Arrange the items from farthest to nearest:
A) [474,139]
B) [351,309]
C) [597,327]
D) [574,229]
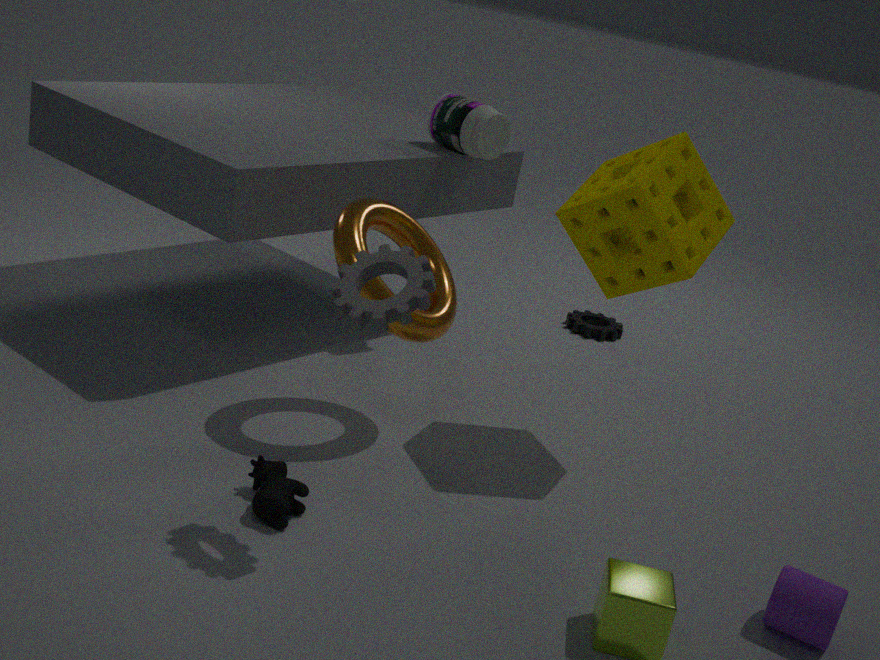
1. [597,327]
2. [474,139]
3. [574,229]
4. [351,309]
